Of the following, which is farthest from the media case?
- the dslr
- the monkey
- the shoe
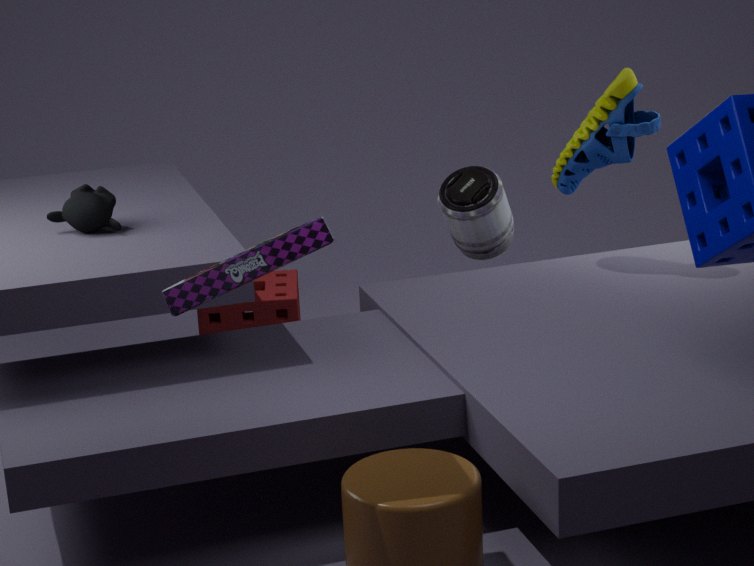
the dslr
